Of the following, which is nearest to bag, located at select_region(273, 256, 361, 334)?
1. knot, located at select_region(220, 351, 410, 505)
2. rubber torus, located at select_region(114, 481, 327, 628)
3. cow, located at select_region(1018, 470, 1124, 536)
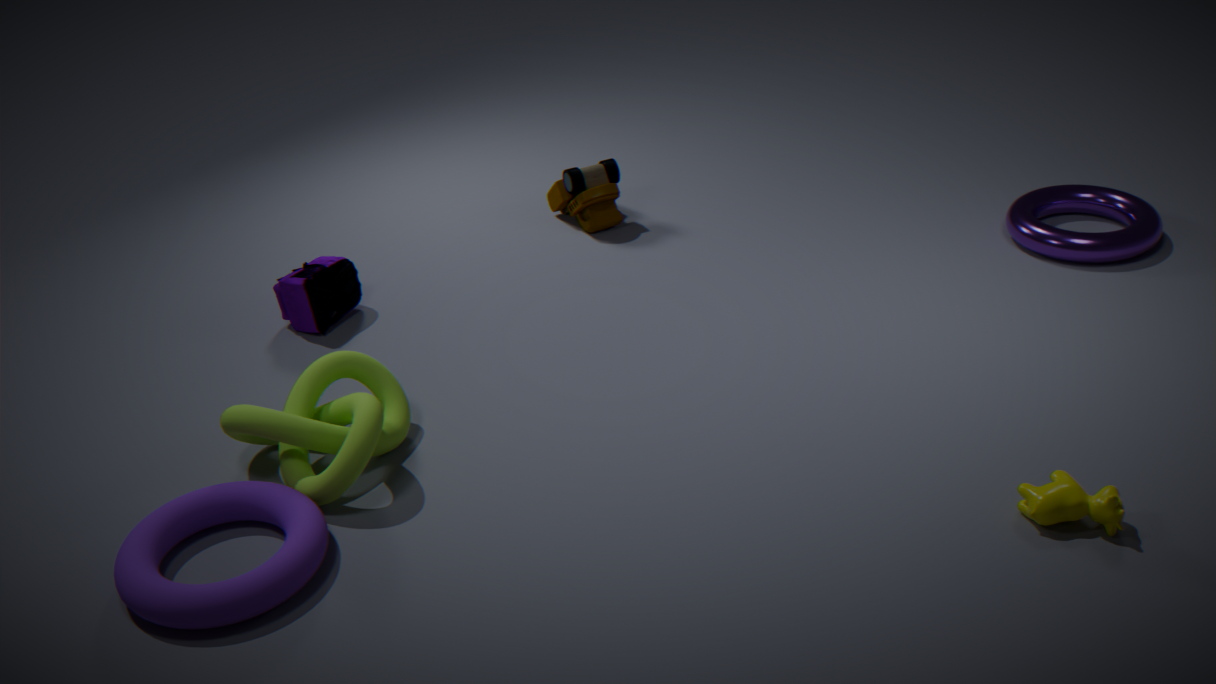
knot, located at select_region(220, 351, 410, 505)
